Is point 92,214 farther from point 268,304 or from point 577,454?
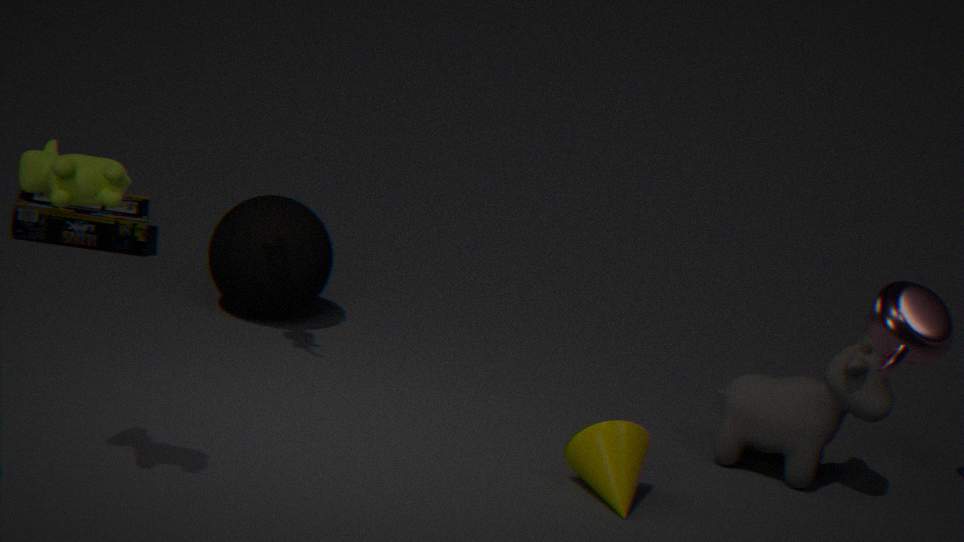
point 577,454
